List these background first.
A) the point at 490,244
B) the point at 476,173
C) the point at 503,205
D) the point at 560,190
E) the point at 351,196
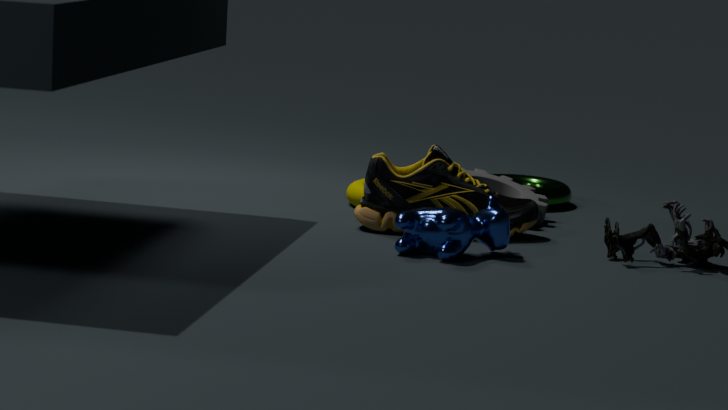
the point at 560,190 → the point at 476,173 → the point at 351,196 → the point at 503,205 → the point at 490,244
